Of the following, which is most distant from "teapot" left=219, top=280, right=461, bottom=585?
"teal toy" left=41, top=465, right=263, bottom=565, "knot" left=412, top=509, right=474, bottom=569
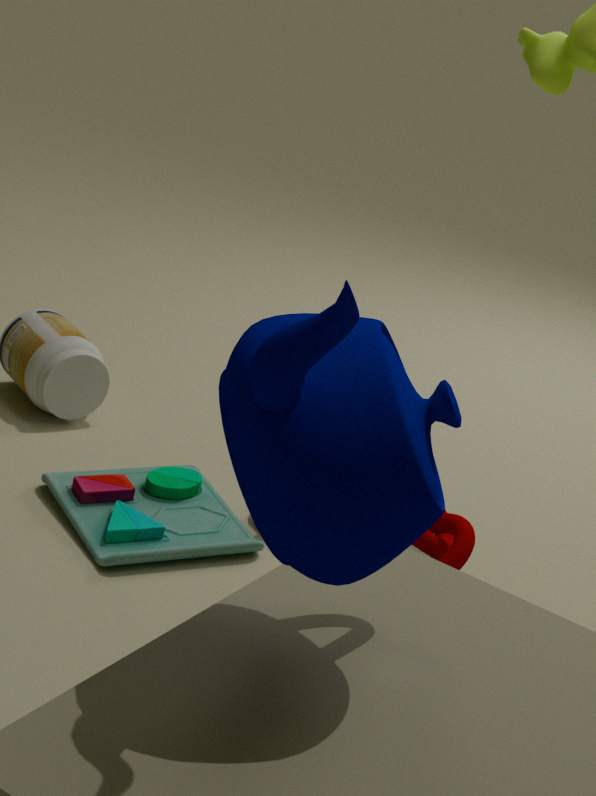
Result: "knot" left=412, top=509, right=474, bottom=569
